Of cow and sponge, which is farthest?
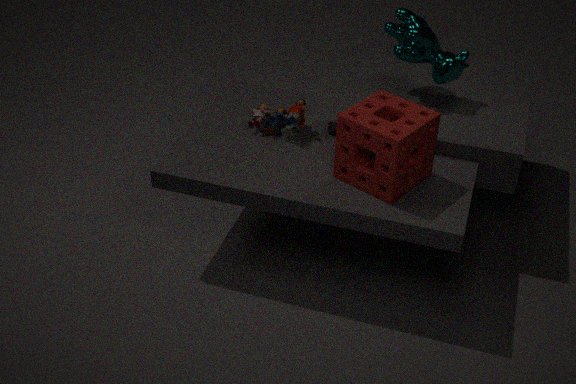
cow
